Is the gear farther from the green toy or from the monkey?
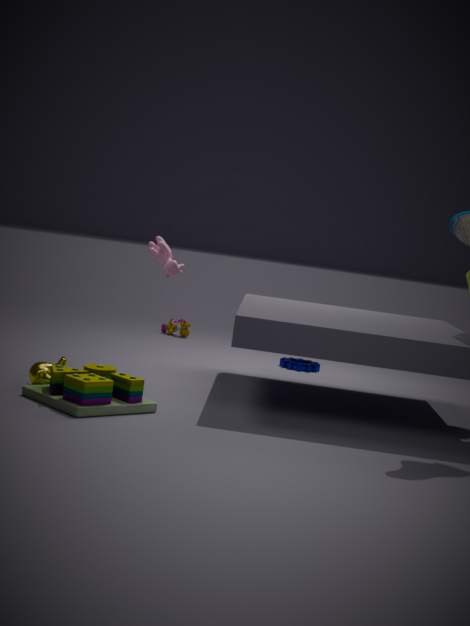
the monkey
